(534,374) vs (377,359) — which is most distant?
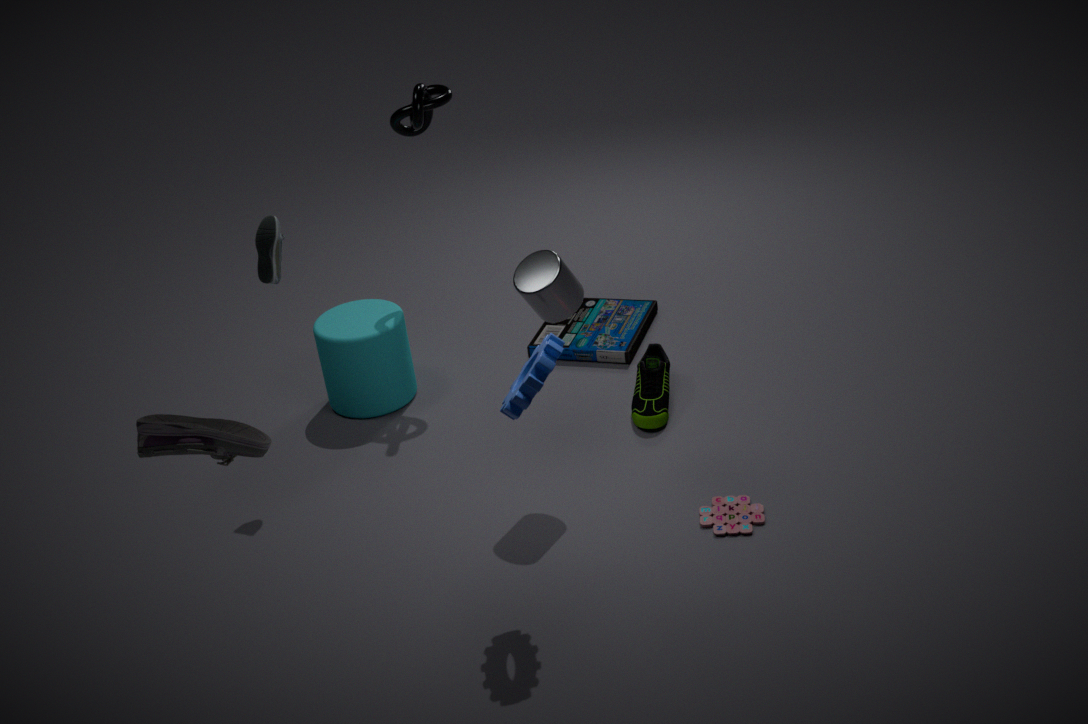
(377,359)
